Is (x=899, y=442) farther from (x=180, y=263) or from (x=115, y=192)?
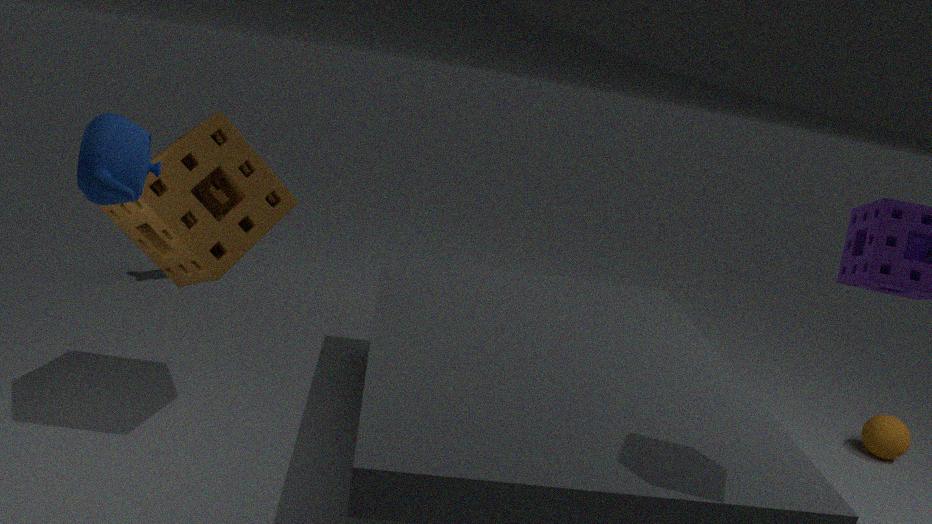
(x=115, y=192)
